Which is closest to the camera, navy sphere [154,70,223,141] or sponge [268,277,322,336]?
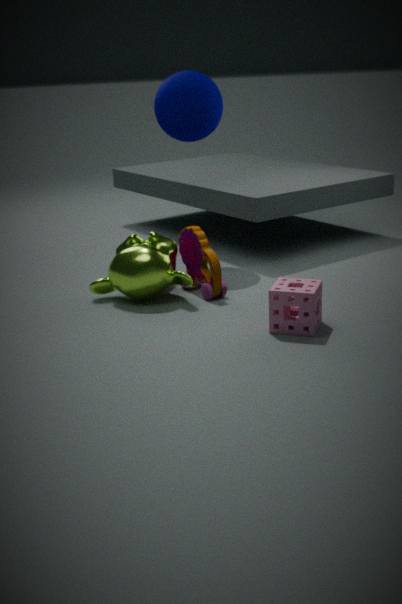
sponge [268,277,322,336]
